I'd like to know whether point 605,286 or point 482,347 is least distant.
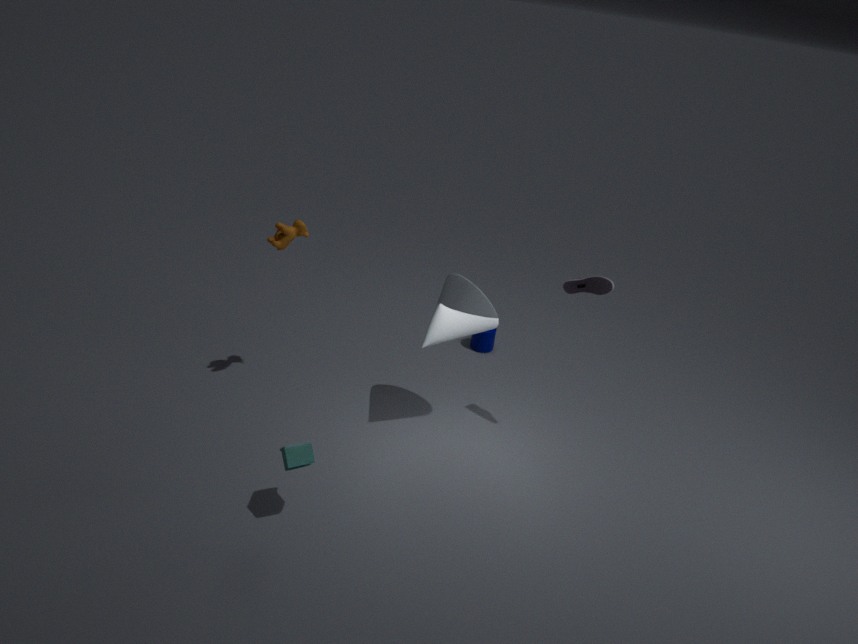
point 605,286
